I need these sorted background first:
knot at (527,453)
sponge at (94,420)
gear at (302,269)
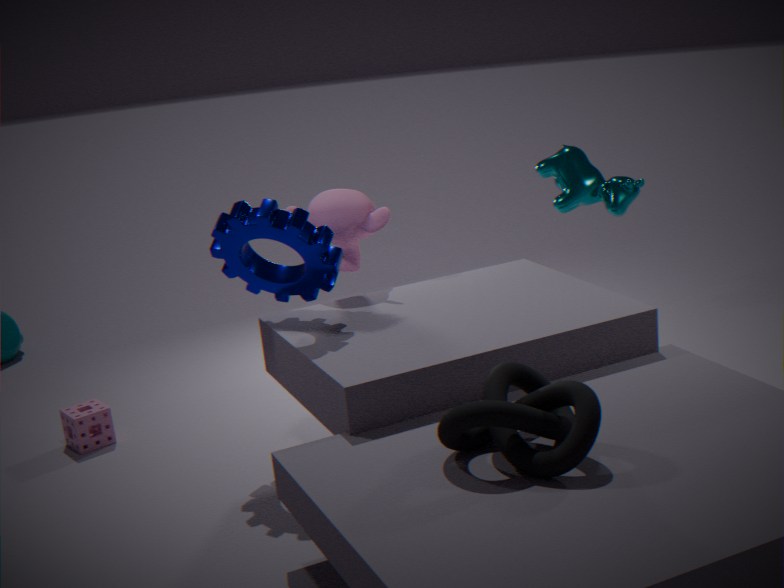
sponge at (94,420), gear at (302,269), knot at (527,453)
